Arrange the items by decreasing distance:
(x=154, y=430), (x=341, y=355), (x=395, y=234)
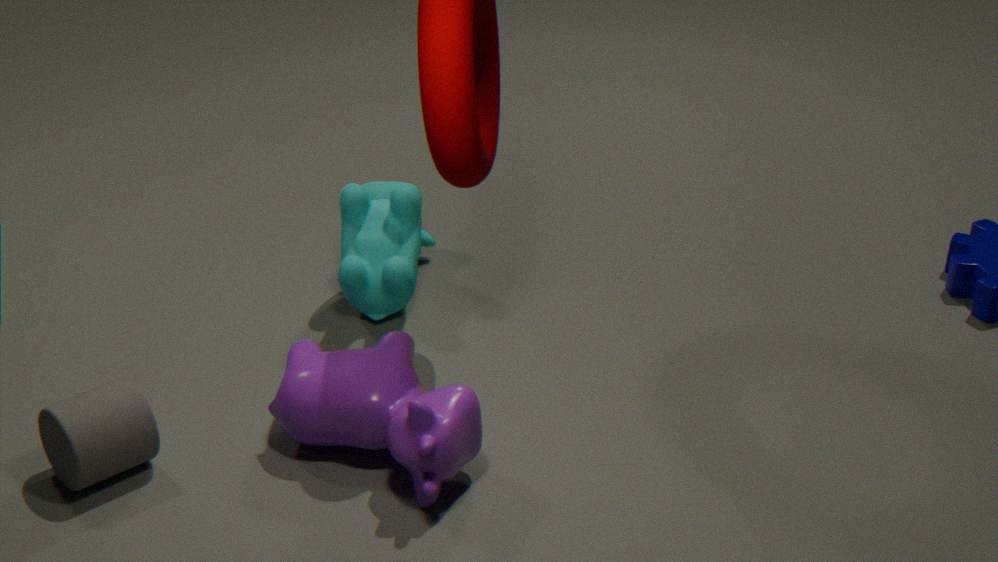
(x=395, y=234) → (x=341, y=355) → (x=154, y=430)
